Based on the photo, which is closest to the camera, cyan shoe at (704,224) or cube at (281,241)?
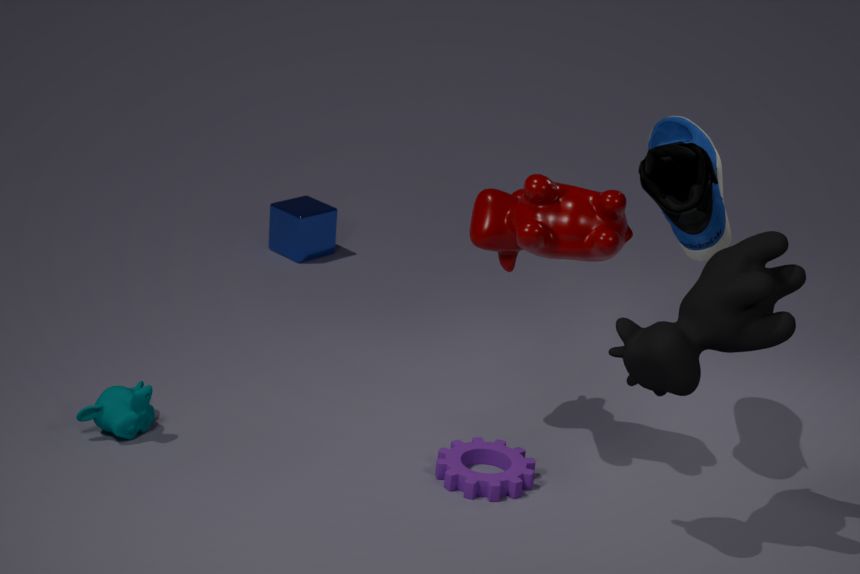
cyan shoe at (704,224)
